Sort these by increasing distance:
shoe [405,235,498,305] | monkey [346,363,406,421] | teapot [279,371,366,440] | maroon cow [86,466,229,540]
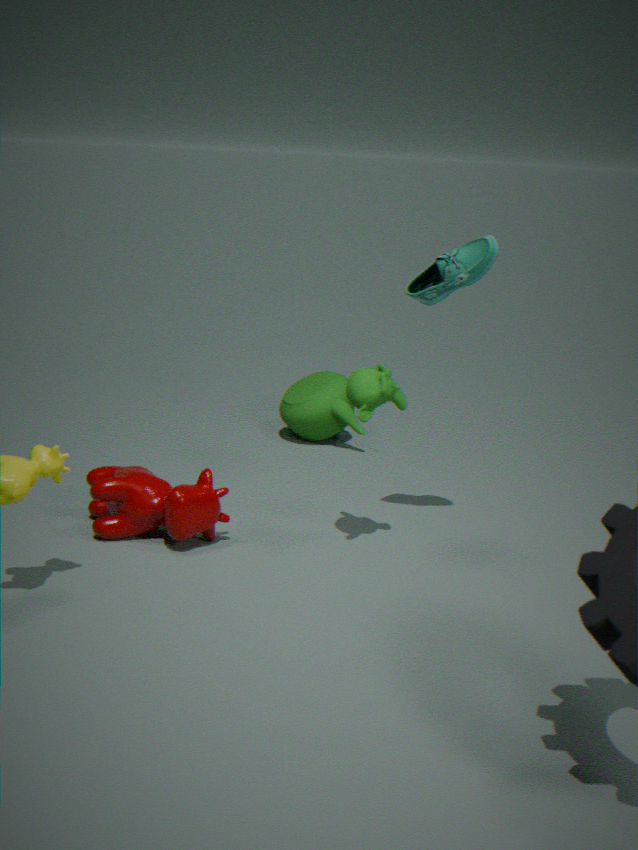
monkey [346,363,406,421], shoe [405,235,498,305], maroon cow [86,466,229,540], teapot [279,371,366,440]
